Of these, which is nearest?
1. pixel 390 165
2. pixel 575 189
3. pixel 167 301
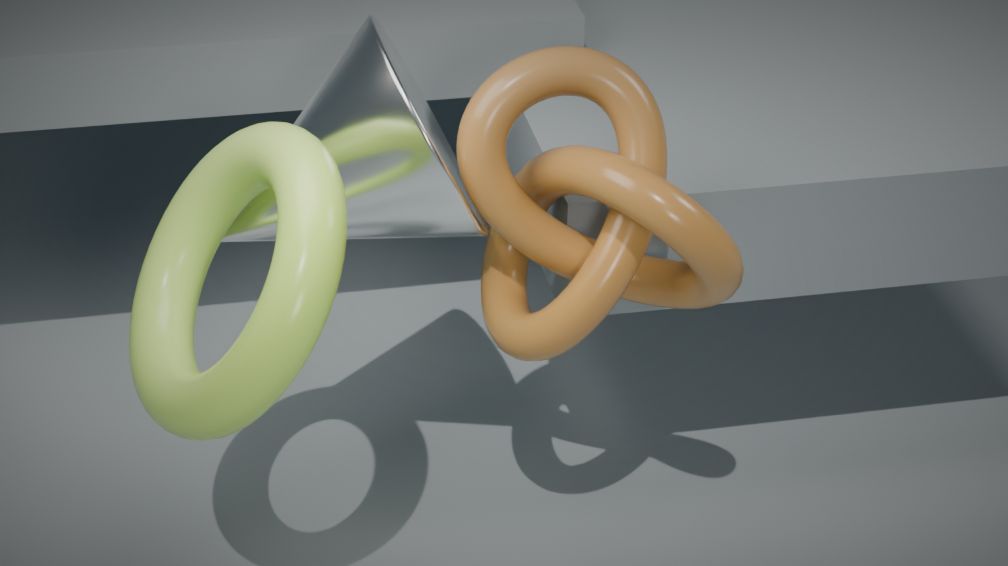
pixel 575 189
